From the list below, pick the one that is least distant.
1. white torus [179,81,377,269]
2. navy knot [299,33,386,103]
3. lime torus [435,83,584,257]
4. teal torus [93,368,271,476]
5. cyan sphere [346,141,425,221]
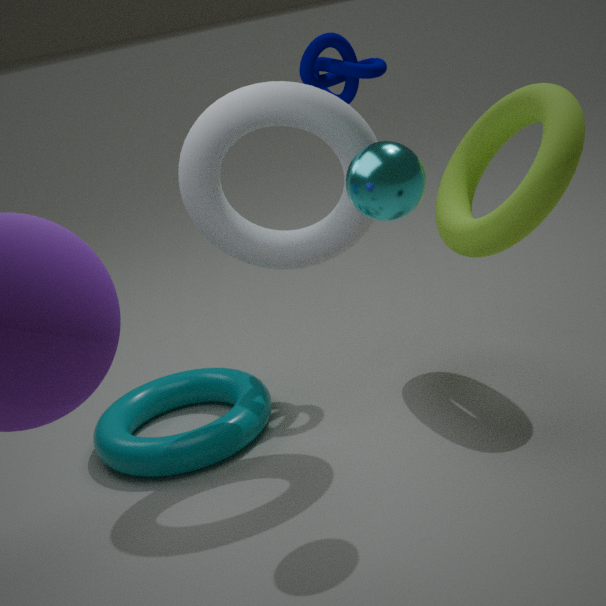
cyan sphere [346,141,425,221]
